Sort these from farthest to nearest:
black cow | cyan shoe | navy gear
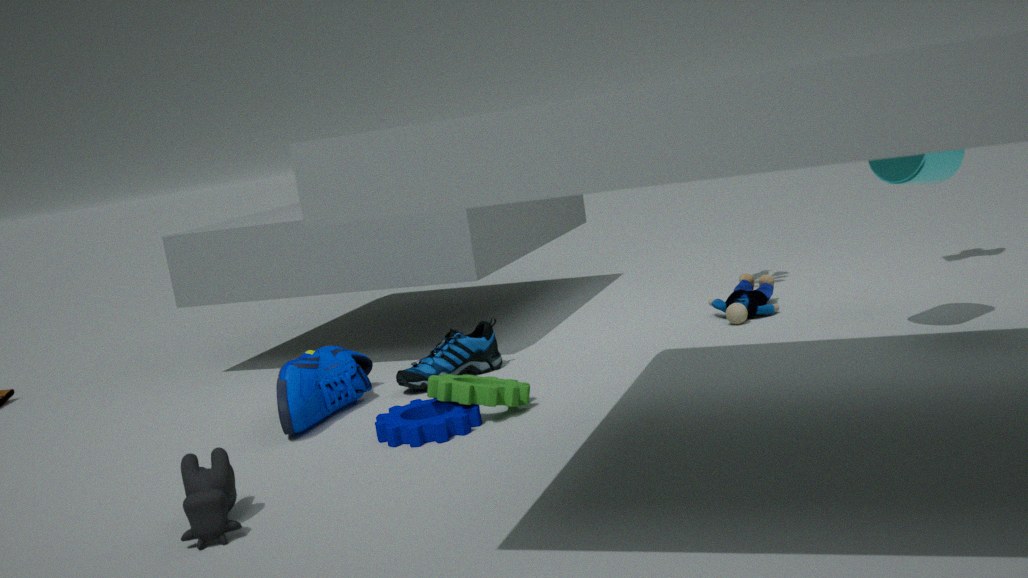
cyan shoe, navy gear, black cow
